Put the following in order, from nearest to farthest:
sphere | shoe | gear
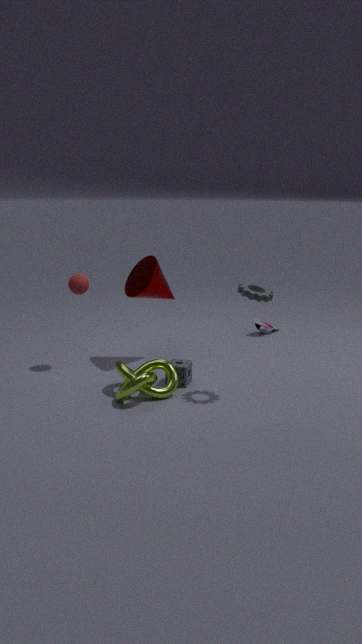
gear, sphere, shoe
